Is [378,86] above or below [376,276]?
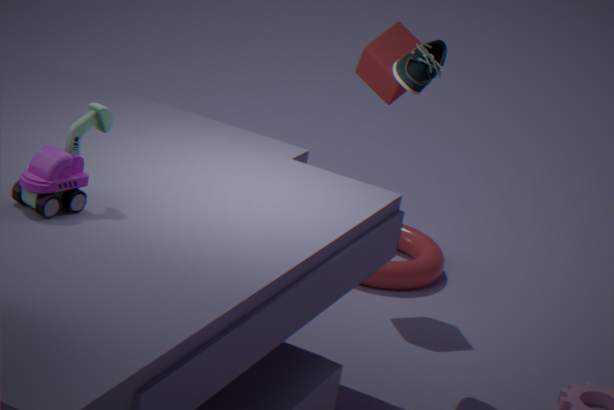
above
